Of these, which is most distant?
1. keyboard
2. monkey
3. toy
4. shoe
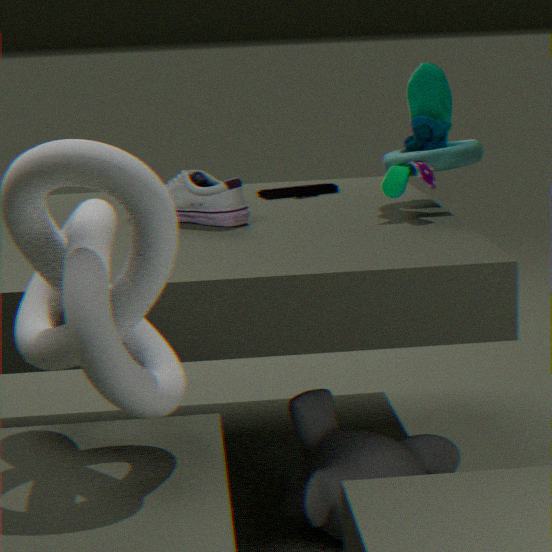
keyboard
